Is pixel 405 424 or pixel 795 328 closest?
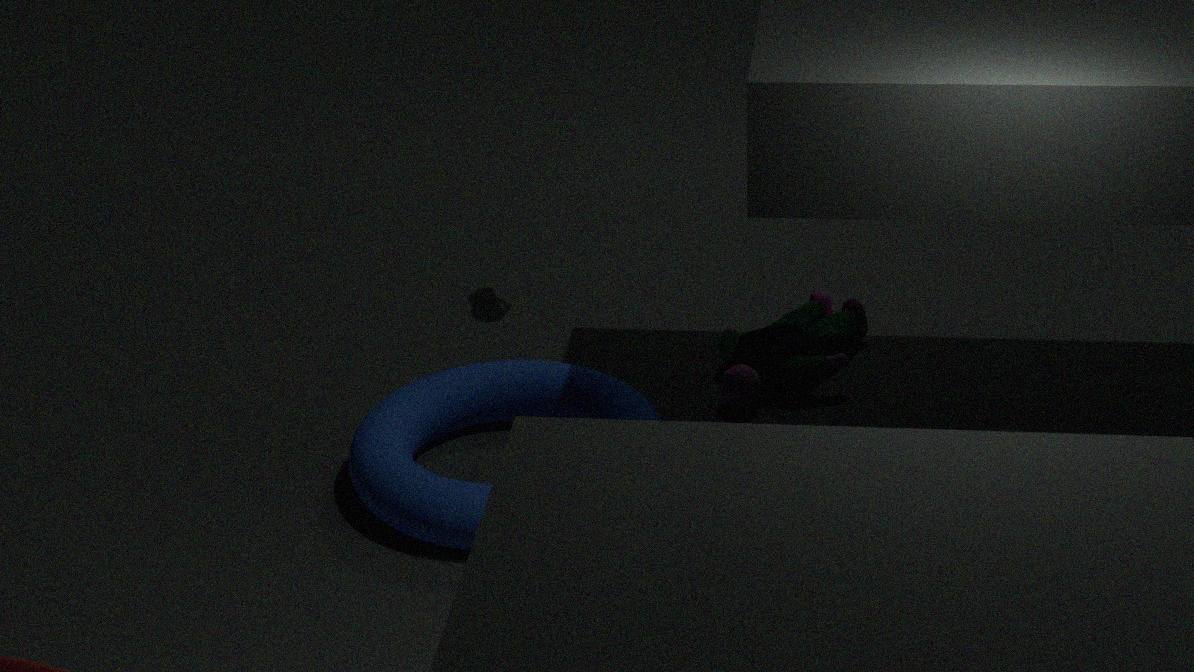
pixel 405 424
